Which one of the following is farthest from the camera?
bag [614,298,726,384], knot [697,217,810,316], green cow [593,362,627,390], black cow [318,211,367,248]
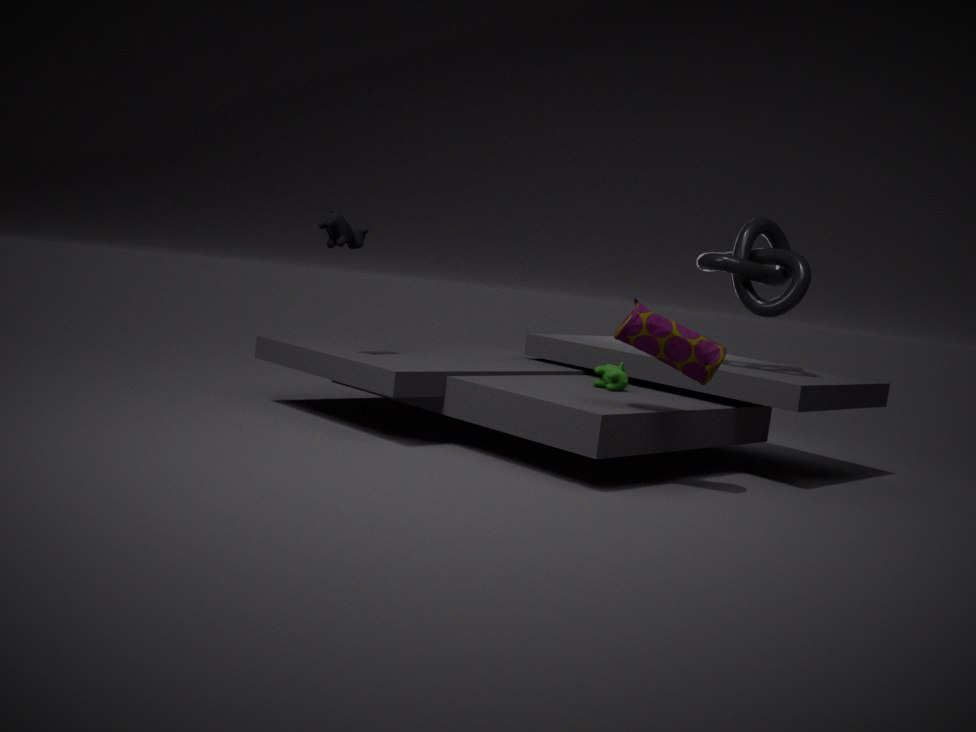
knot [697,217,810,316]
